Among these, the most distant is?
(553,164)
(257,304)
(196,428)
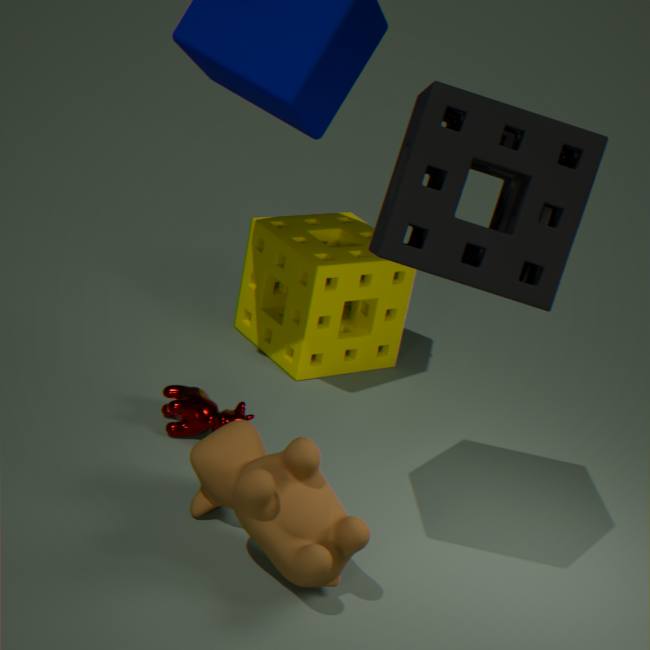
(257,304)
